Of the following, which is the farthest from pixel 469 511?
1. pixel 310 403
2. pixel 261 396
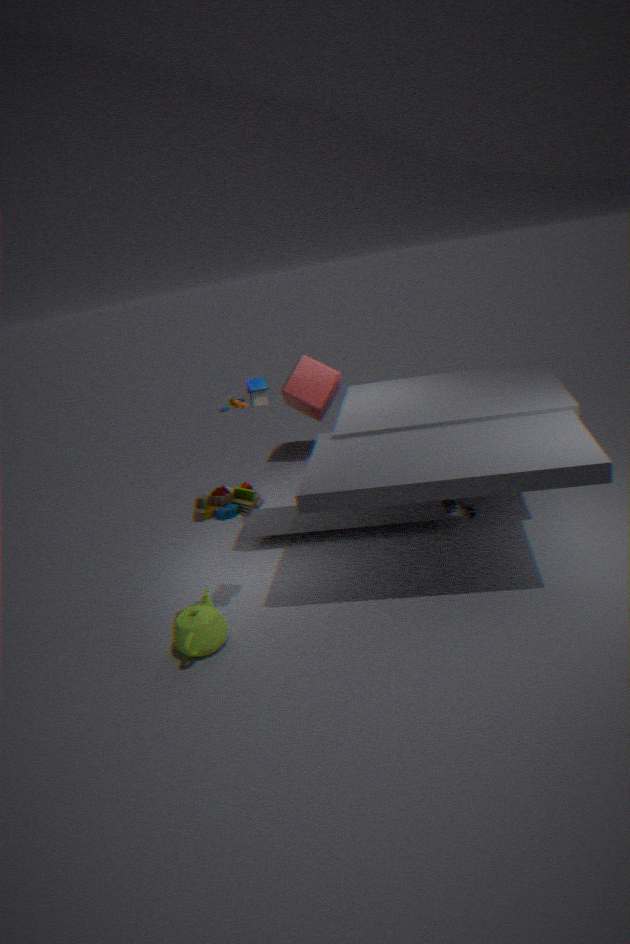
pixel 261 396
